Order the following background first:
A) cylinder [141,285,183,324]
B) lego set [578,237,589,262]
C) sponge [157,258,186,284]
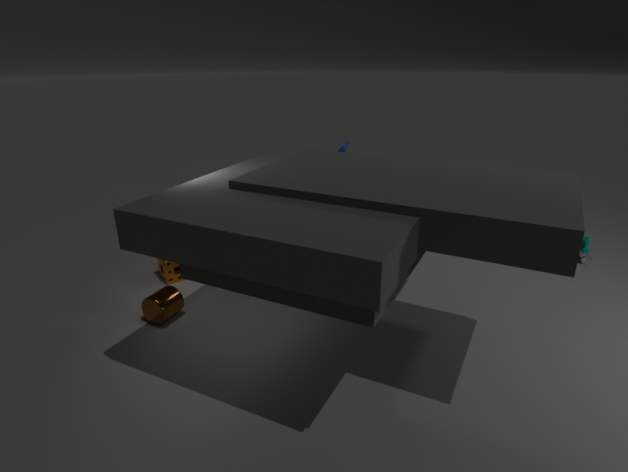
lego set [578,237,589,262] → sponge [157,258,186,284] → cylinder [141,285,183,324]
